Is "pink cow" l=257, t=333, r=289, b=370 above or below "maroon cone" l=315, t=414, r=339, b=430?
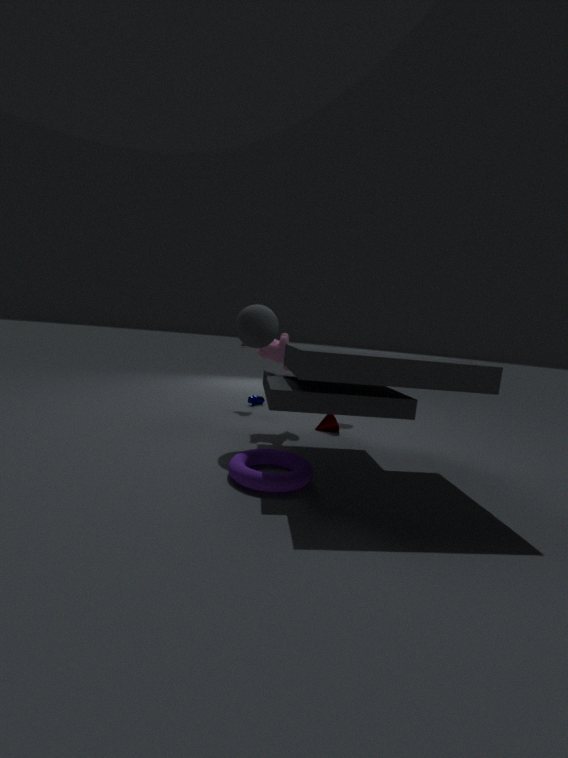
above
